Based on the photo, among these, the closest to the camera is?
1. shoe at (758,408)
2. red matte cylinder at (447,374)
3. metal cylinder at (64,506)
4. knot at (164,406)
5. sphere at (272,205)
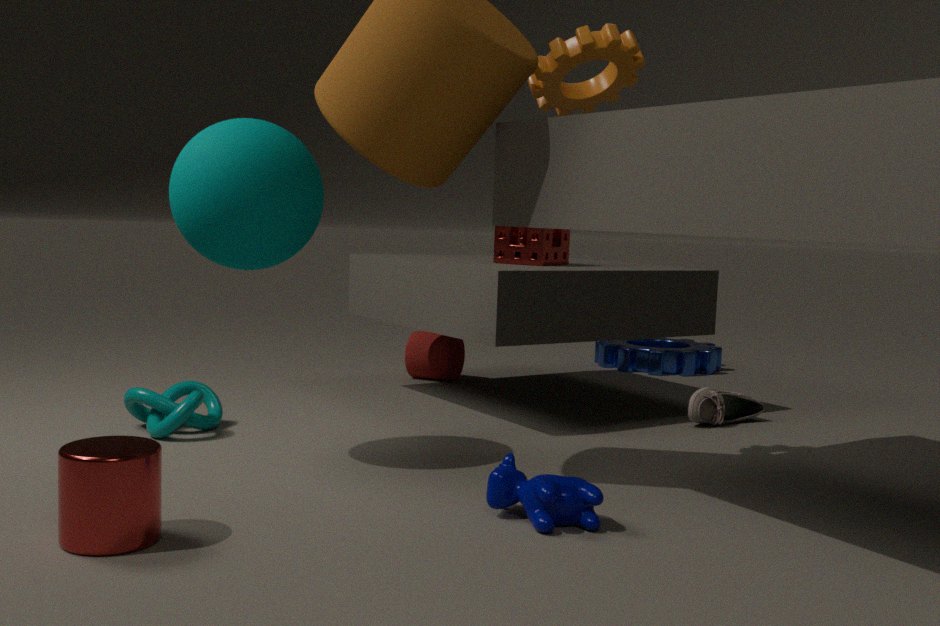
metal cylinder at (64,506)
